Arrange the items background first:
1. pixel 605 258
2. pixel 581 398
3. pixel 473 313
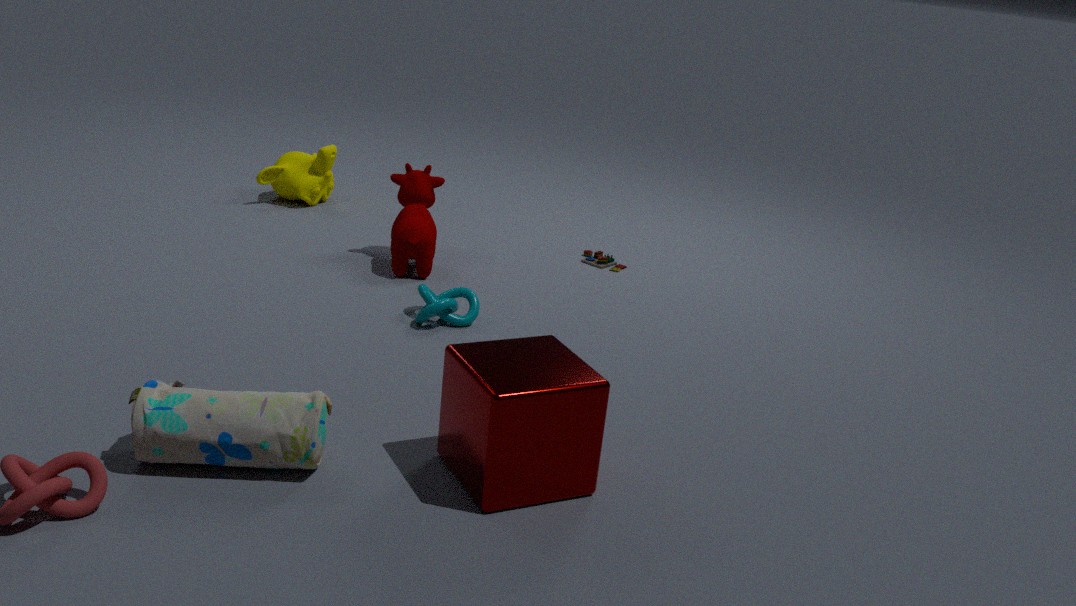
pixel 605 258
pixel 473 313
pixel 581 398
